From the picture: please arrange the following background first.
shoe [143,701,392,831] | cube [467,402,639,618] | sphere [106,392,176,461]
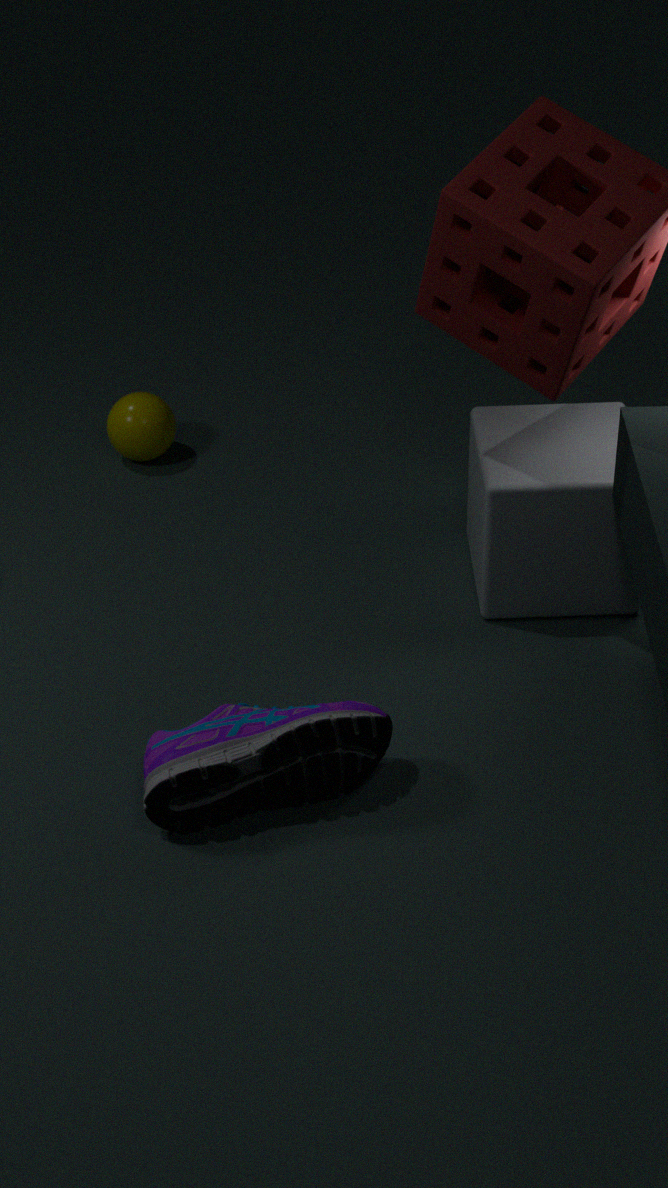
sphere [106,392,176,461] → cube [467,402,639,618] → shoe [143,701,392,831]
